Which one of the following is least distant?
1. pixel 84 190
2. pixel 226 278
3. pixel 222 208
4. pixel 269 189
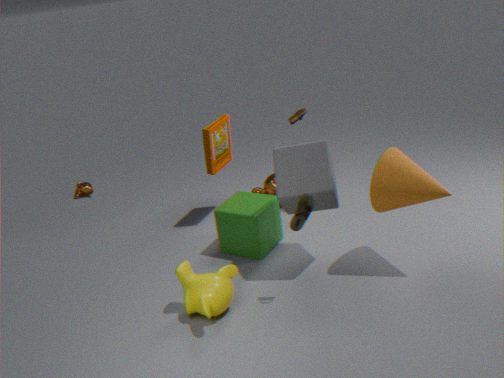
pixel 226 278
